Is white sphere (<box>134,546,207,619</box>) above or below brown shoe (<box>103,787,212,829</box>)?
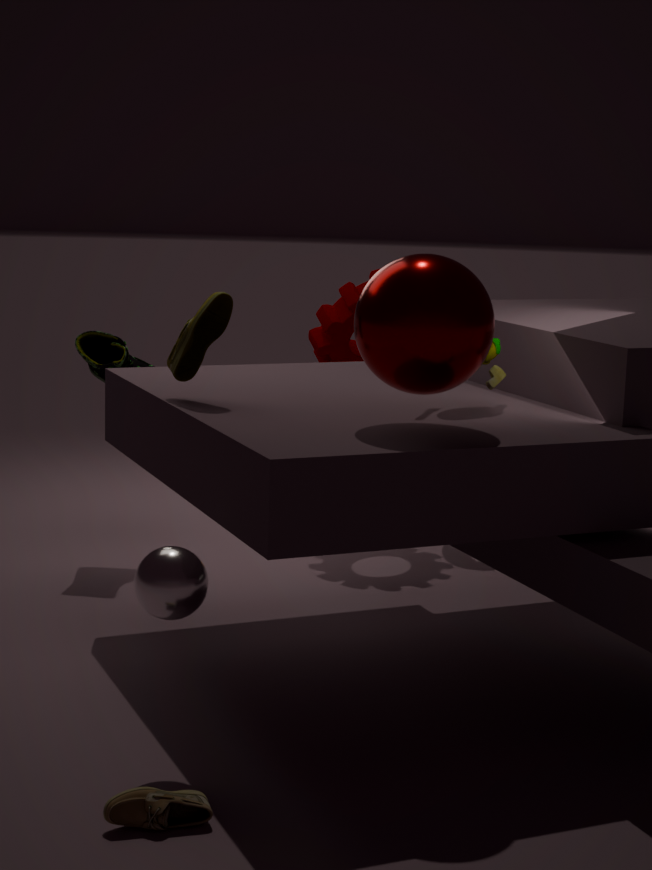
above
